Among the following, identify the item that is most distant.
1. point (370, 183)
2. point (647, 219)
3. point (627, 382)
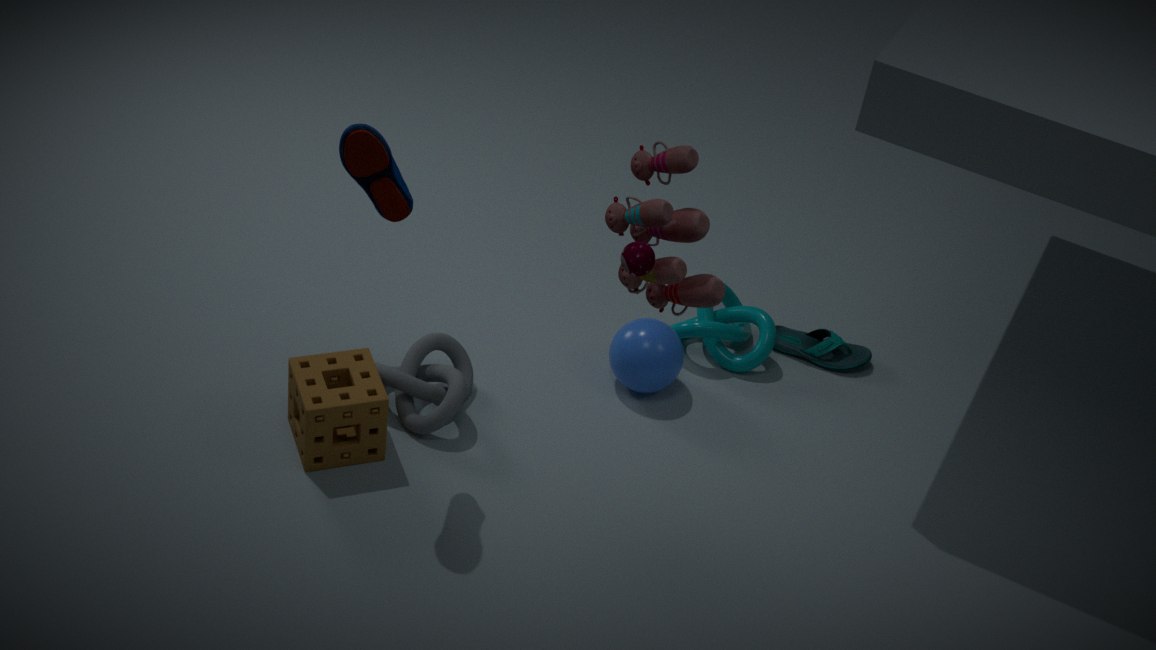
point (627, 382)
